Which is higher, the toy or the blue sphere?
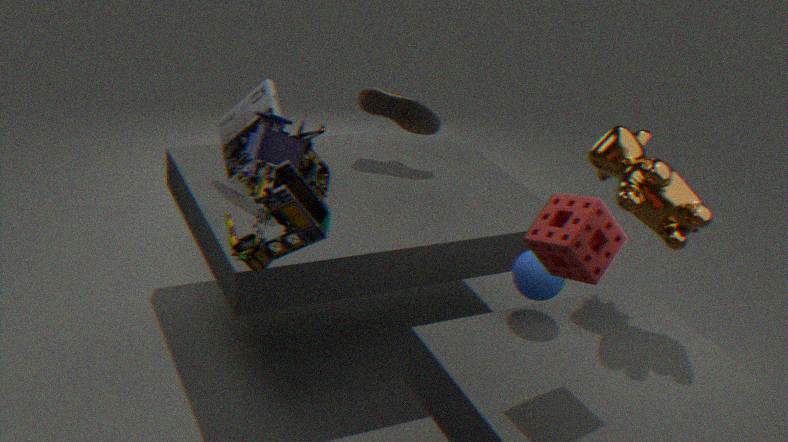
the toy
